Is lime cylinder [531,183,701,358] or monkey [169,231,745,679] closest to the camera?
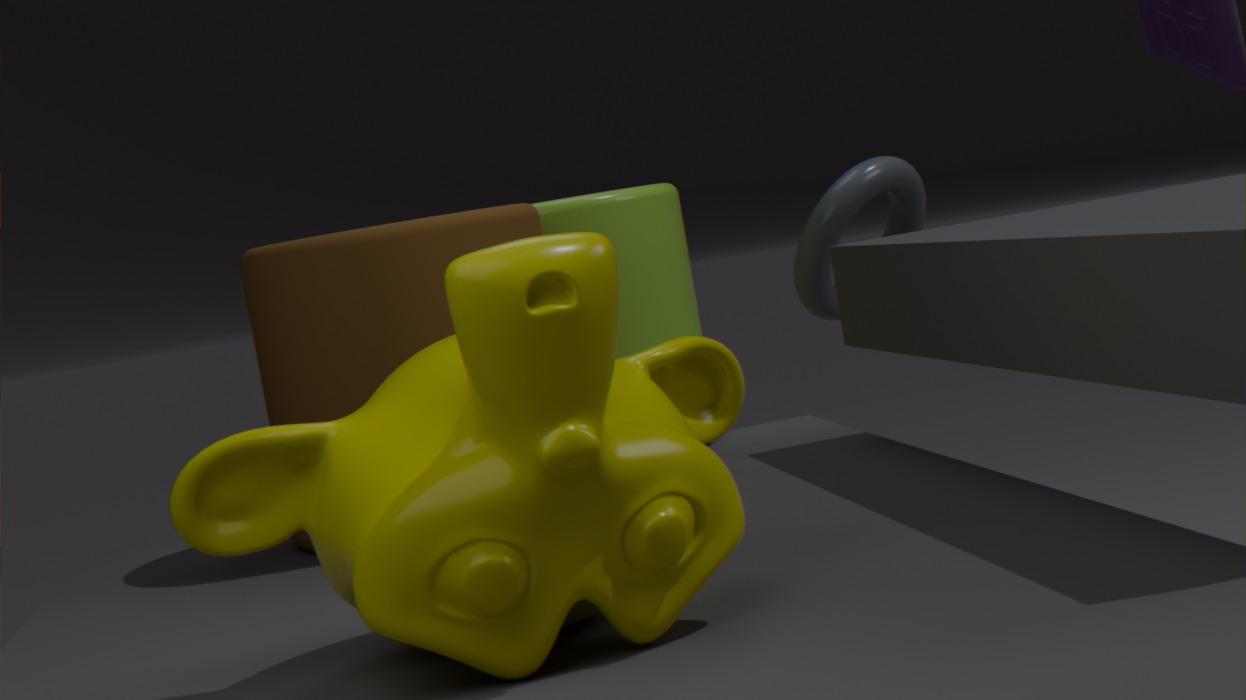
monkey [169,231,745,679]
